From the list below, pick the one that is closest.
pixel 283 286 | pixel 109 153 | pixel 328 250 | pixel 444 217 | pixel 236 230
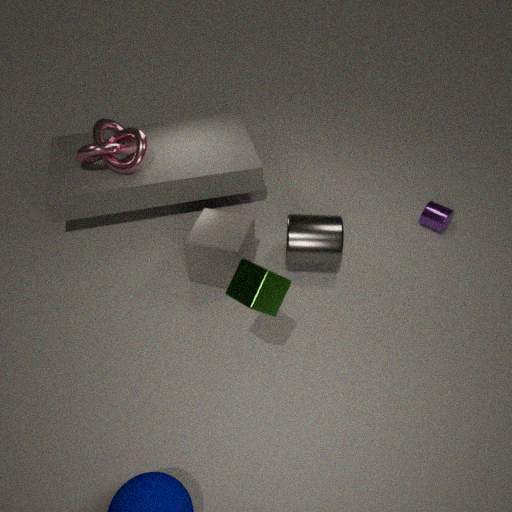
pixel 283 286
